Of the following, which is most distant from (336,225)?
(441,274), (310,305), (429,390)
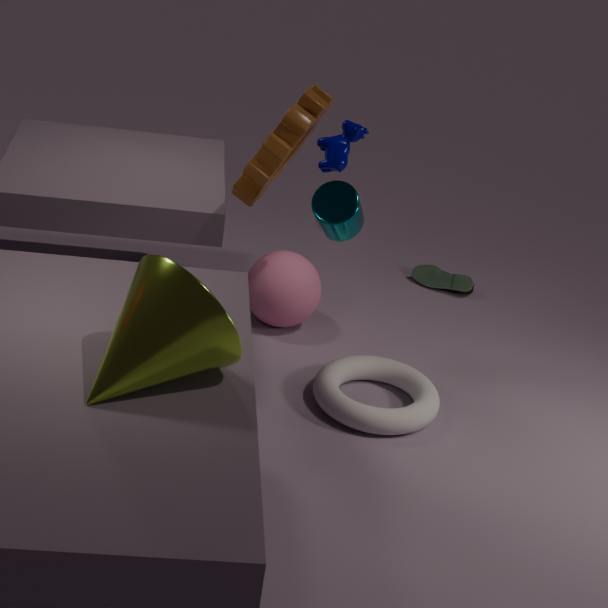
(441,274)
